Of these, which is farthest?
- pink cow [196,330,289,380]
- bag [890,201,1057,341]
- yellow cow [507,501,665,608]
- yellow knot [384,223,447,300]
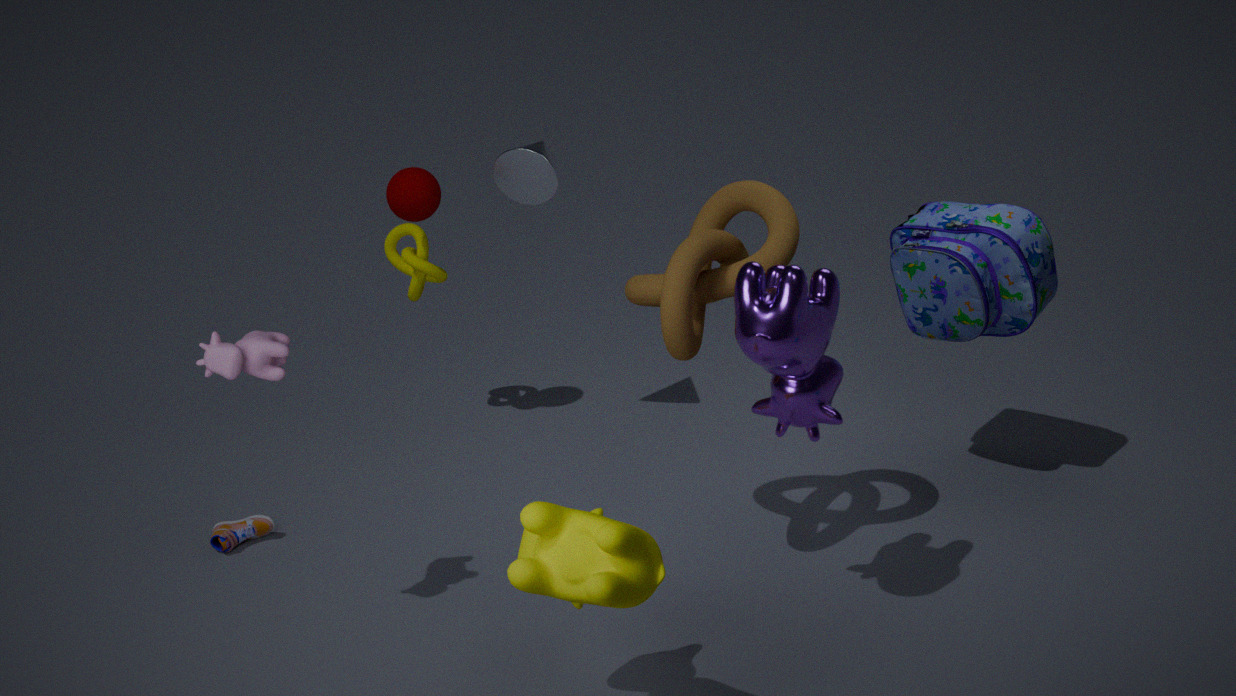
yellow knot [384,223,447,300]
